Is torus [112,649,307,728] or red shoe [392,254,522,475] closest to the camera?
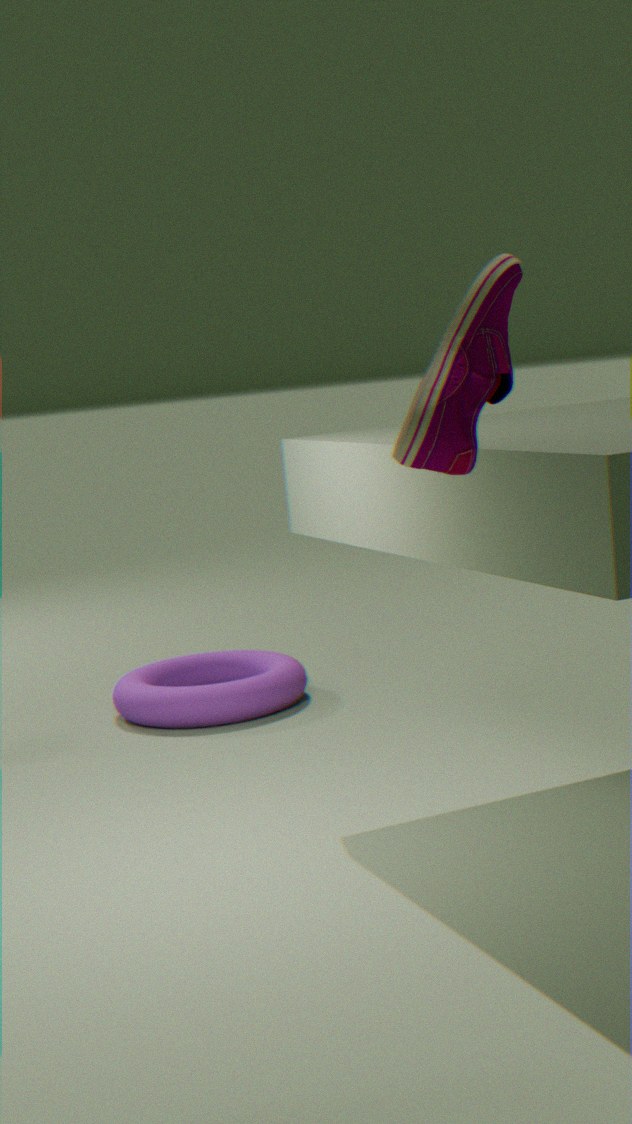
red shoe [392,254,522,475]
